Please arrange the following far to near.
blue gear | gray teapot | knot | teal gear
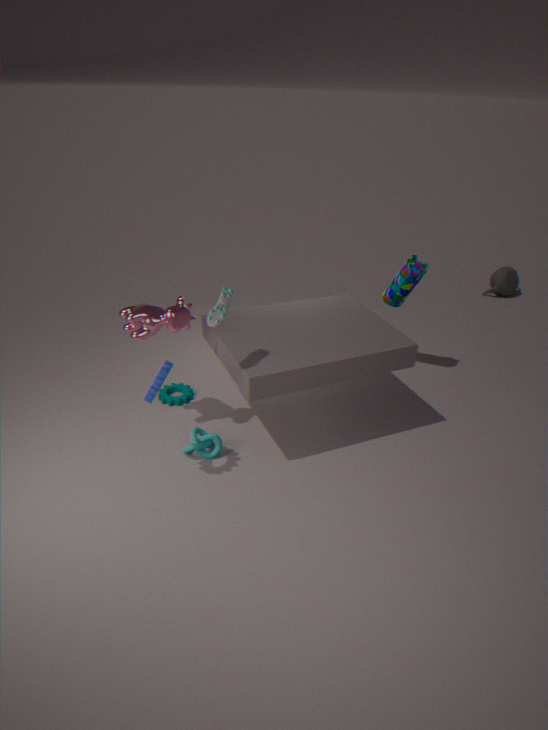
1. gray teapot
2. teal gear
3. knot
4. blue gear
